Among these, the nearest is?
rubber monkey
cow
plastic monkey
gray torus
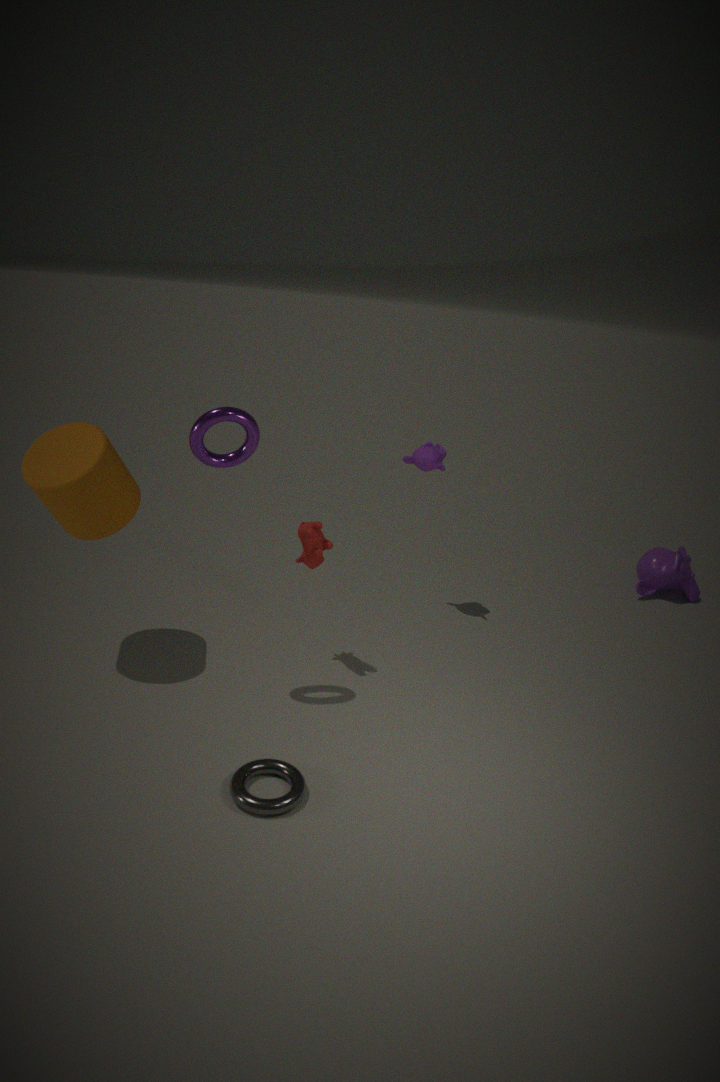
gray torus
